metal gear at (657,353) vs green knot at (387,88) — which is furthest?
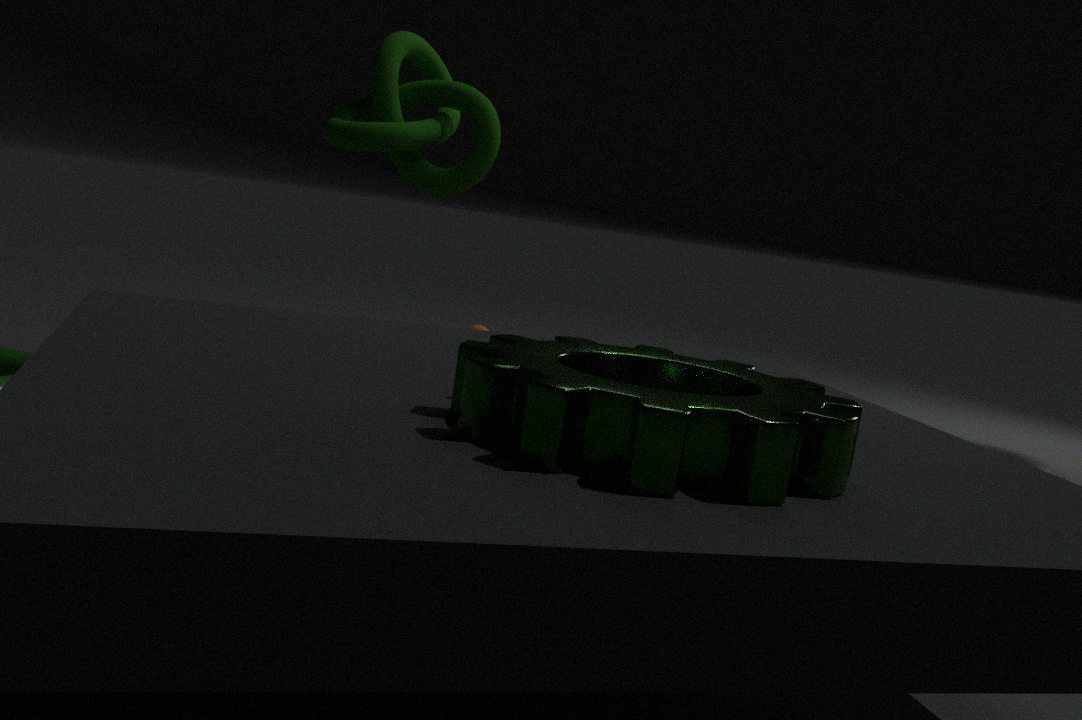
green knot at (387,88)
